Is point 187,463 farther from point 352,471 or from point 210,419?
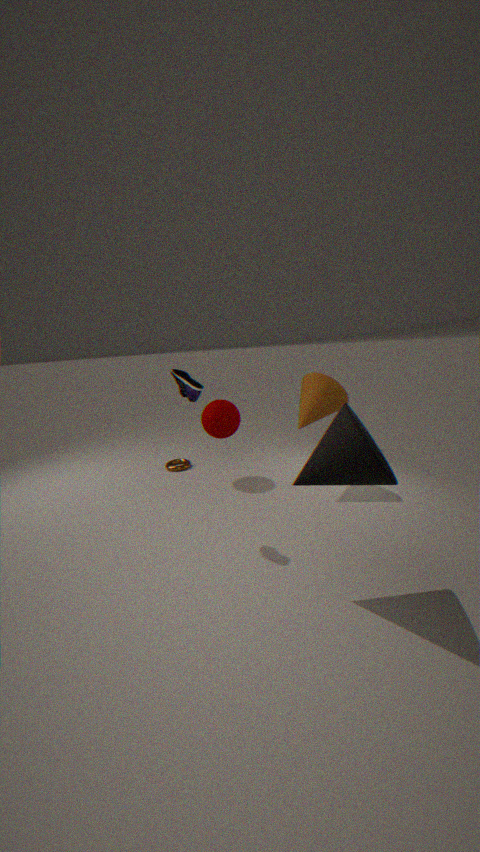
point 352,471
